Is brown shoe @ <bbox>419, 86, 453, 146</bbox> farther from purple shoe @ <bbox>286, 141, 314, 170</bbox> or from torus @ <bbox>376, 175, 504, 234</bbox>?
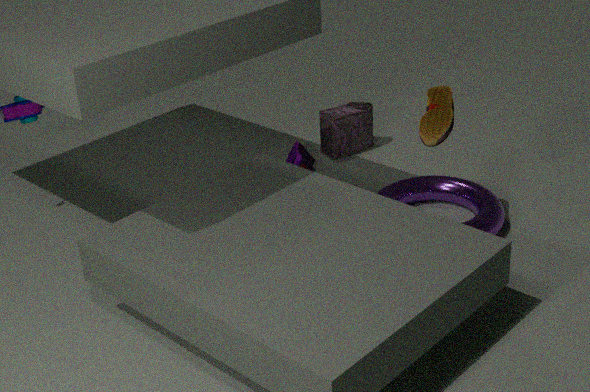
purple shoe @ <bbox>286, 141, 314, 170</bbox>
